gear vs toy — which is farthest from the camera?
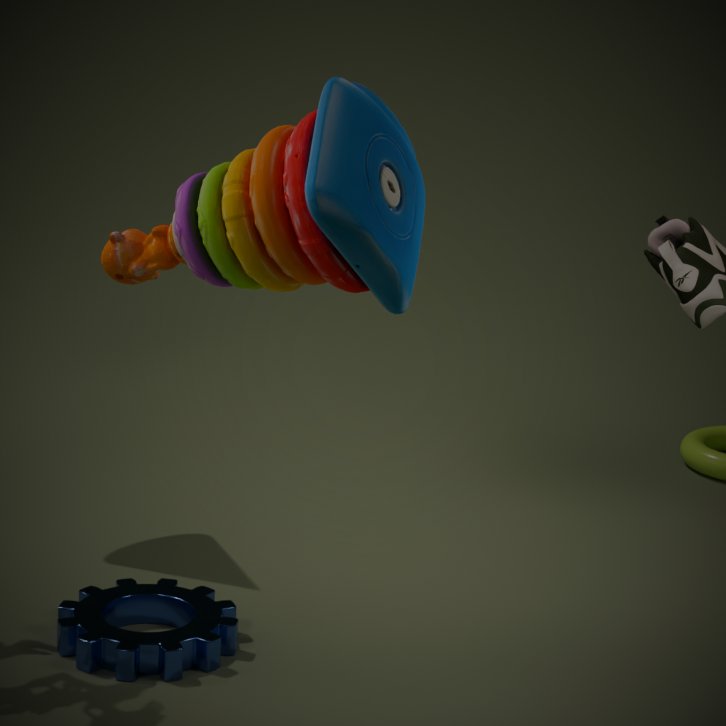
gear
